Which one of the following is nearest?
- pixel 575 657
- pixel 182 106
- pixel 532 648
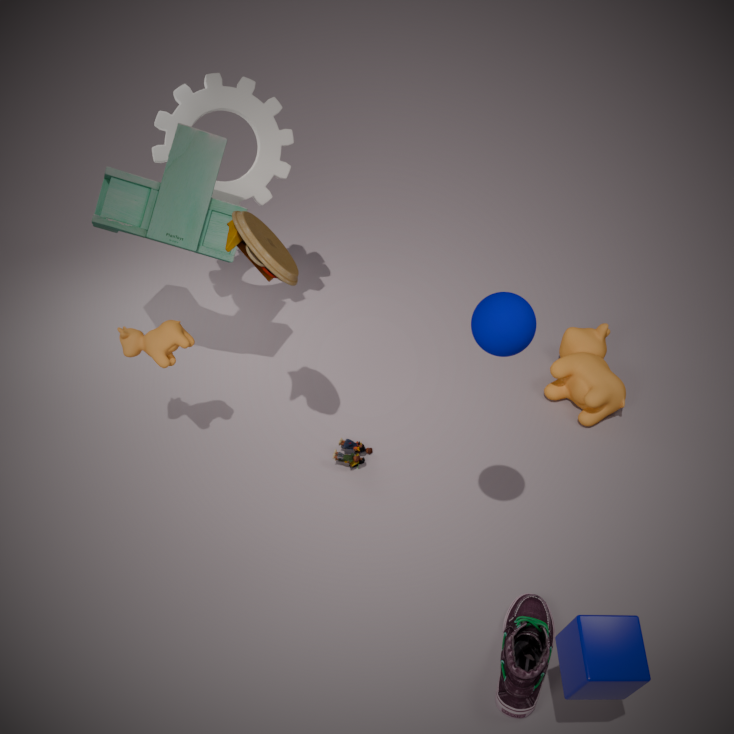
pixel 575 657
